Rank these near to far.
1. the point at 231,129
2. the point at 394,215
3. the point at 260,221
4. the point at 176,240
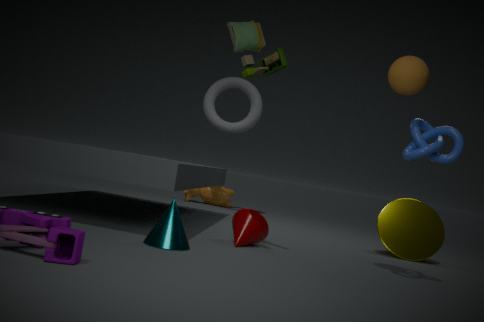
the point at 176,240
the point at 260,221
the point at 394,215
the point at 231,129
